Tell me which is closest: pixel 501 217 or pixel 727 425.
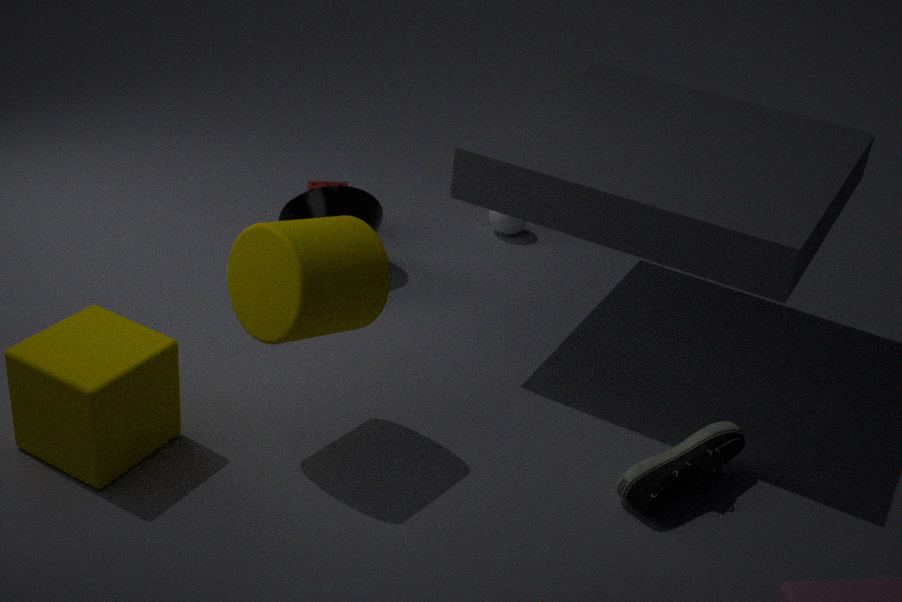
pixel 727 425
